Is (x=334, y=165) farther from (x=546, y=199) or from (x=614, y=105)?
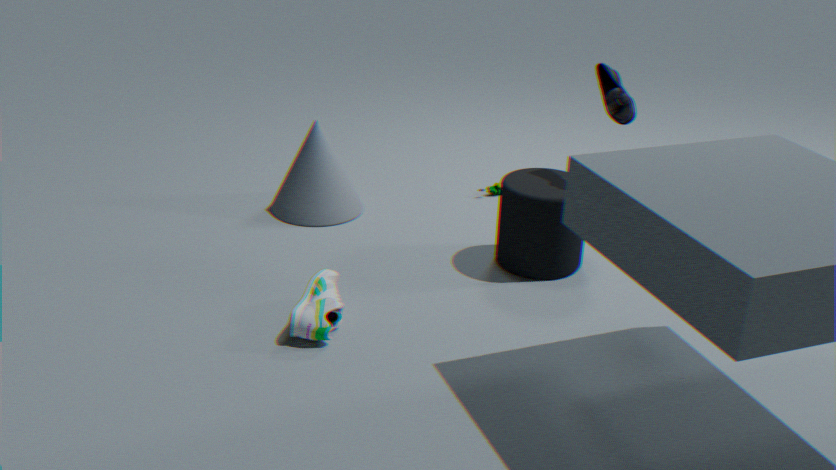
(x=614, y=105)
